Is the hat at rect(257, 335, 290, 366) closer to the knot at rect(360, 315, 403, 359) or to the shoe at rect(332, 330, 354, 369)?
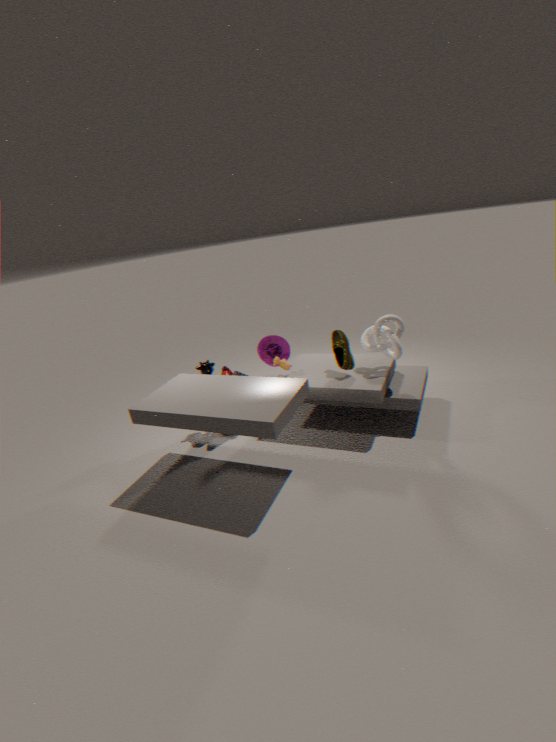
the shoe at rect(332, 330, 354, 369)
